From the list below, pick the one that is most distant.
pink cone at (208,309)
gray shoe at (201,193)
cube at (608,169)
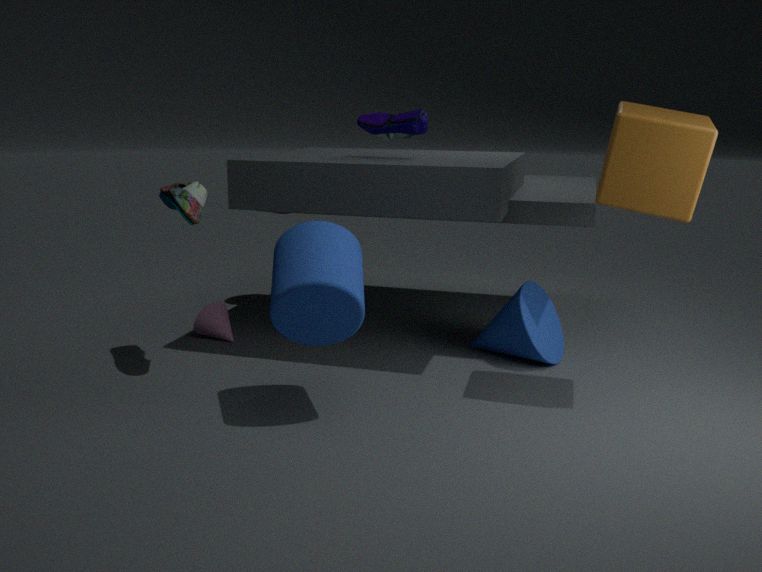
pink cone at (208,309)
